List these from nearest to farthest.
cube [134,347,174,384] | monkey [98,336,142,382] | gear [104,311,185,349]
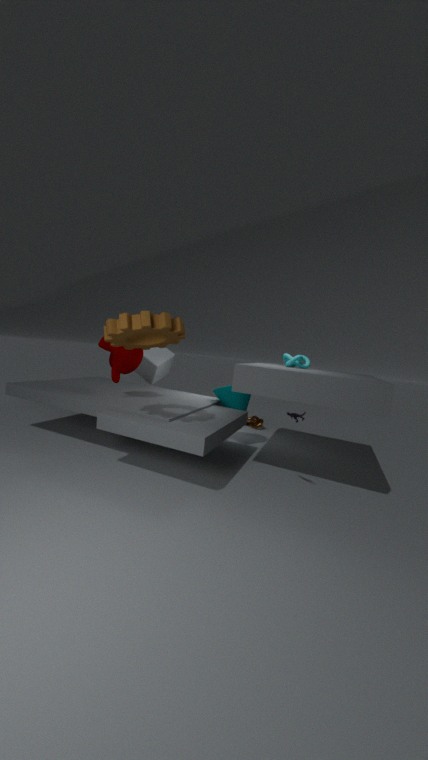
1. gear [104,311,185,349]
2. monkey [98,336,142,382]
3. cube [134,347,174,384]
